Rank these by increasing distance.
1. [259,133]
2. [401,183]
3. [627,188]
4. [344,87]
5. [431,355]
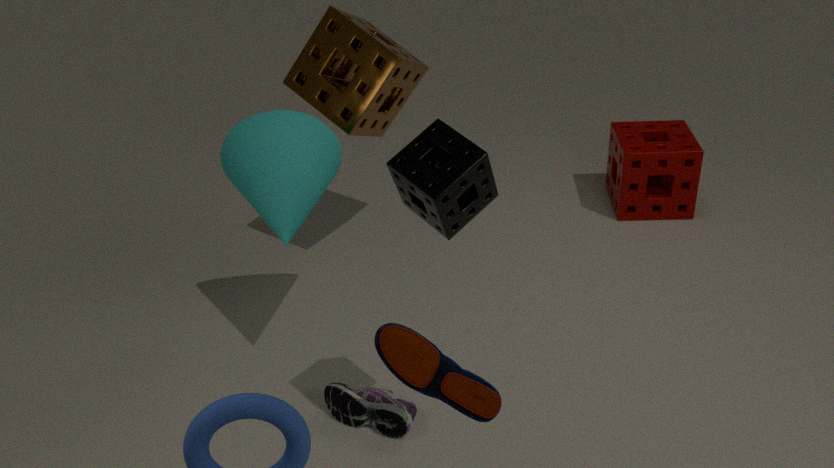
1. [431,355]
2. [401,183]
3. [259,133]
4. [344,87]
5. [627,188]
